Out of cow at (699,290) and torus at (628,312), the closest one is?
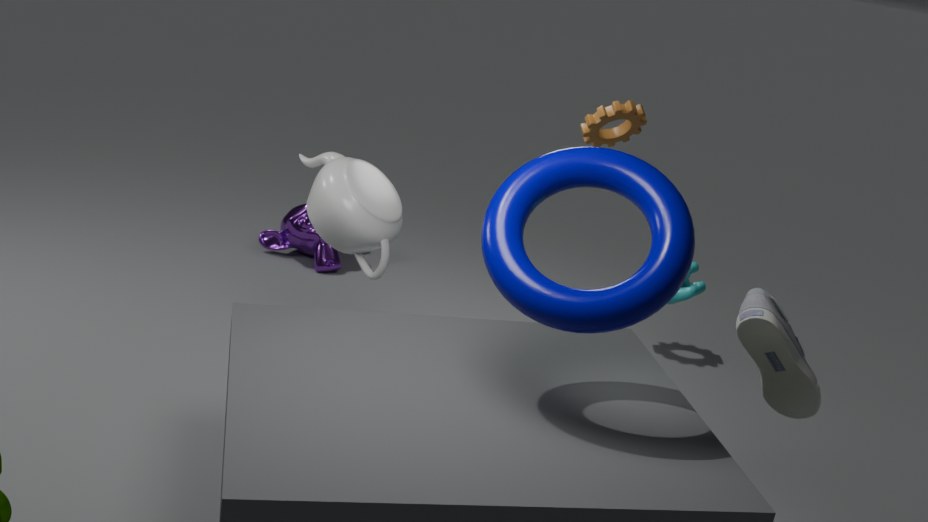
torus at (628,312)
